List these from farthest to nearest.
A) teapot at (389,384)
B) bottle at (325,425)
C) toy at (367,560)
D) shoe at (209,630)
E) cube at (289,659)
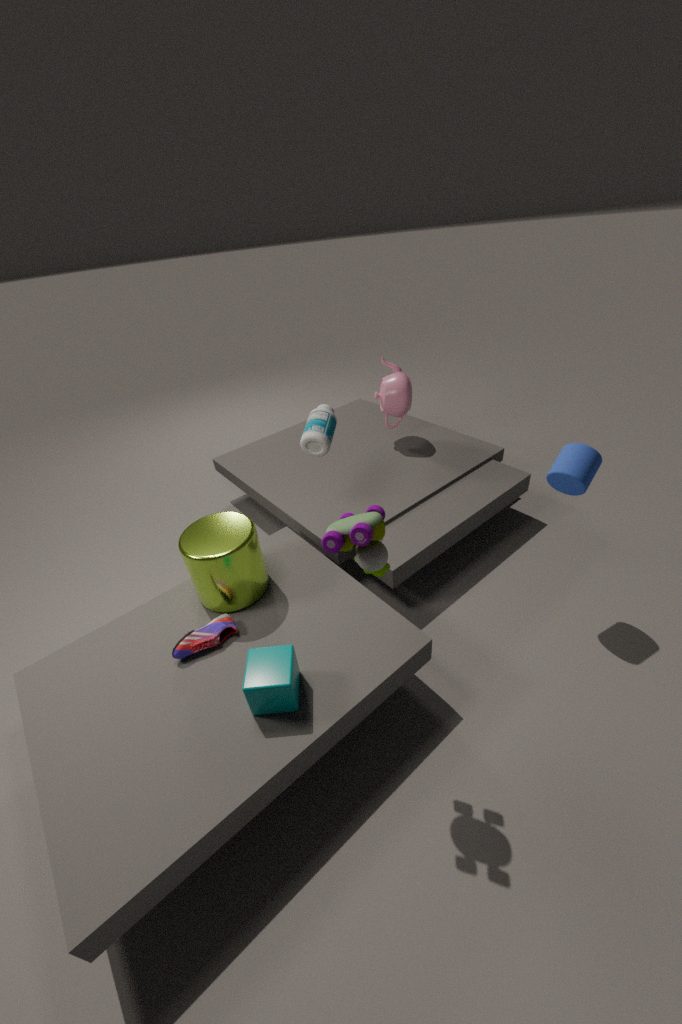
1. teapot at (389,384)
2. bottle at (325,425)
3. shoe at (209,630)
4. cube at (289,659)
5. toy at (367,560)
